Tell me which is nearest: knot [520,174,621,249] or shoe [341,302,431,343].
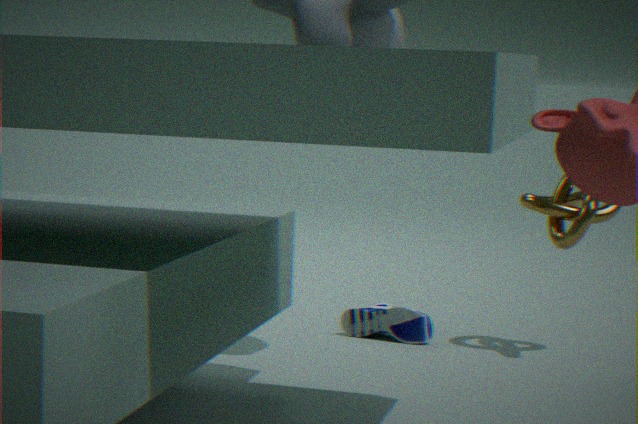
knot [520,174,621,249]
